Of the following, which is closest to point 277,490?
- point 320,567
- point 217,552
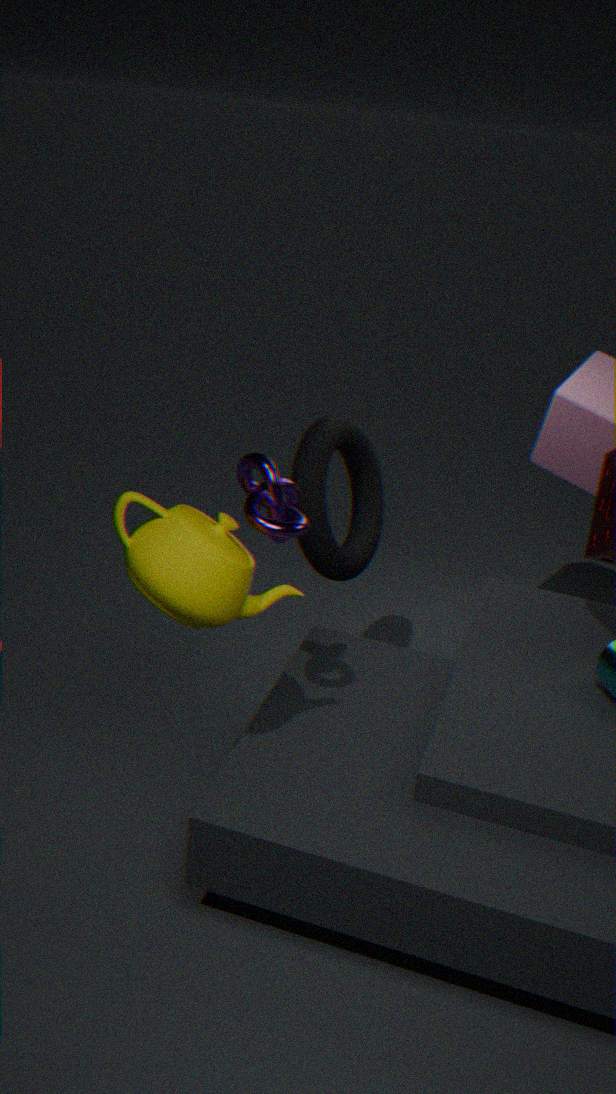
point 217,552
